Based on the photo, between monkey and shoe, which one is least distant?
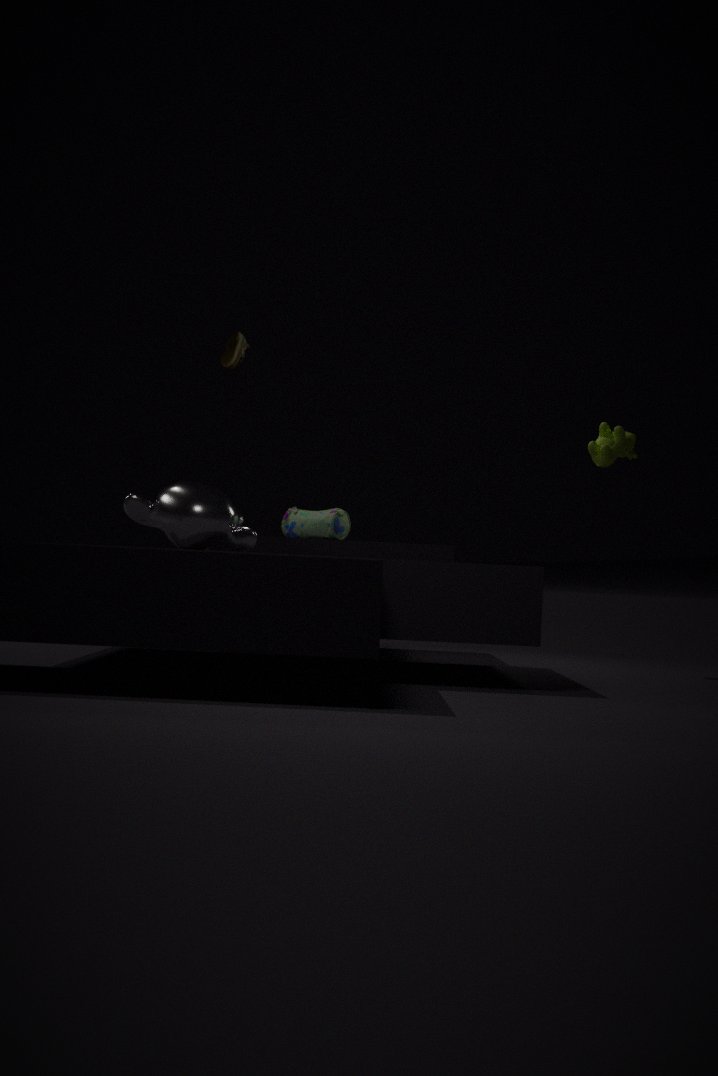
shoe
